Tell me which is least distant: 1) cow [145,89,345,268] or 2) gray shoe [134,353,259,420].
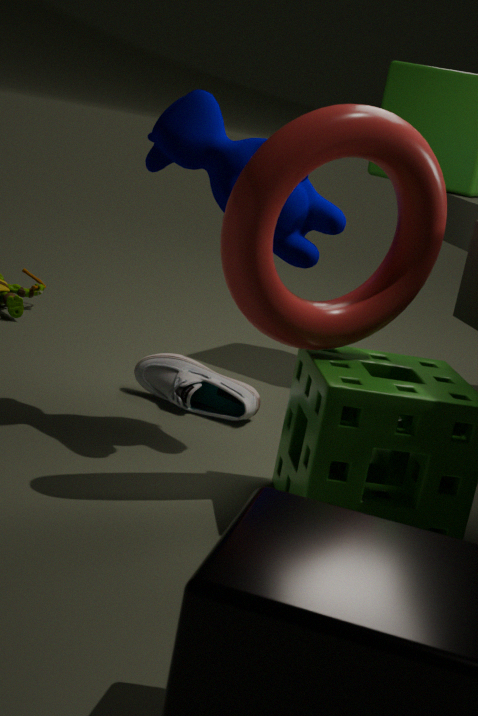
1. cow [145,89,345,268]
